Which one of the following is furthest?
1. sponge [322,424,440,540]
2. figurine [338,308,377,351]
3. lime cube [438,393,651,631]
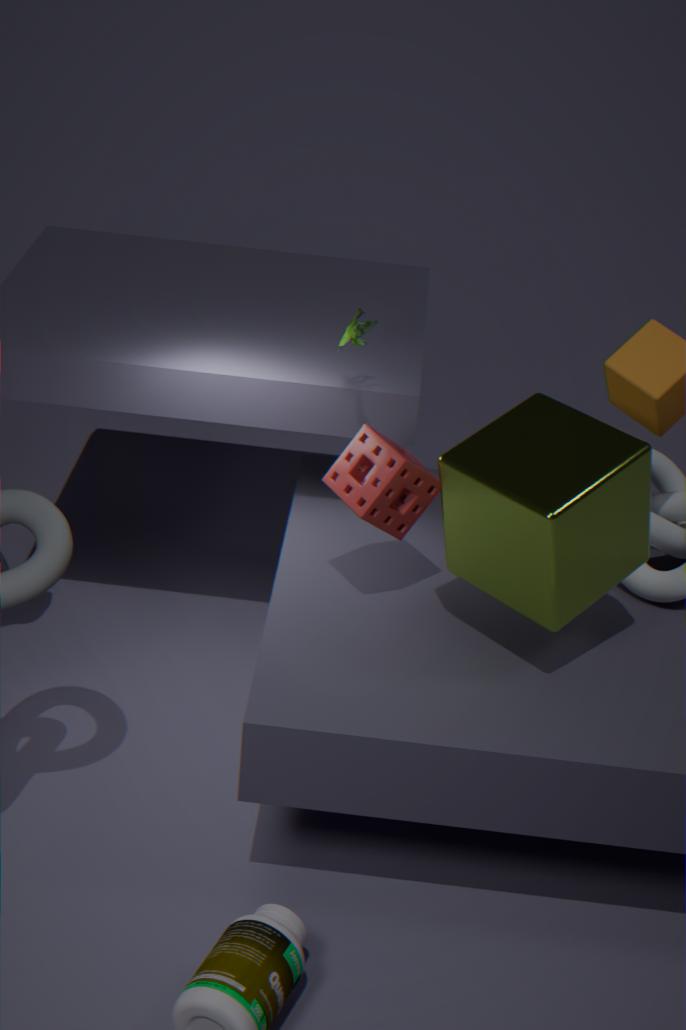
figurine [338,308,377,351]
